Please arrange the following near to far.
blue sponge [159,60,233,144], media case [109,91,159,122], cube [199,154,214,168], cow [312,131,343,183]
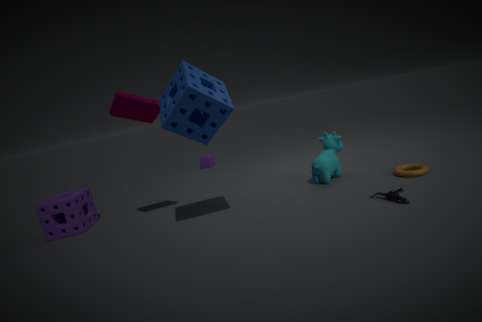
blue sponge [159,60,233,144] < media case [109,91,159,122] < cow [312,131,343,183] < cube [199,154,214,168]
